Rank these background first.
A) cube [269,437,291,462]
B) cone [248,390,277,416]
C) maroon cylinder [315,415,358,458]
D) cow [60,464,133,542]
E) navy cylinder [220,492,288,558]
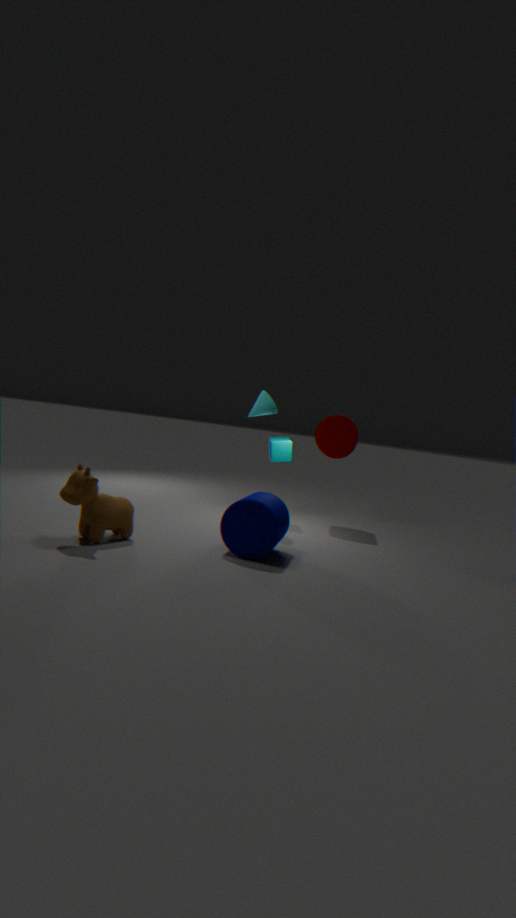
1. maroon cylinder [315,415,358,458]
2. cube [269,437,291,462]
3. cone [248,390,277,416]
4. navy cylinder [220,492,288,558]
5. cow [60,464,133,542]
